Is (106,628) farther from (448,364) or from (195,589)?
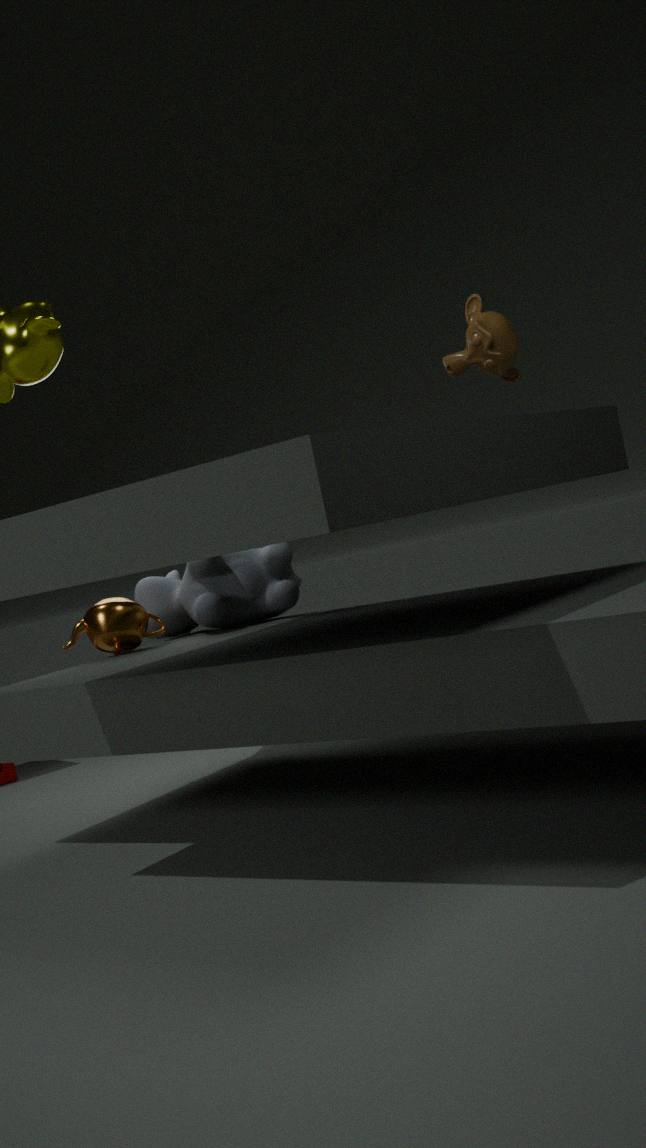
(448,364)
